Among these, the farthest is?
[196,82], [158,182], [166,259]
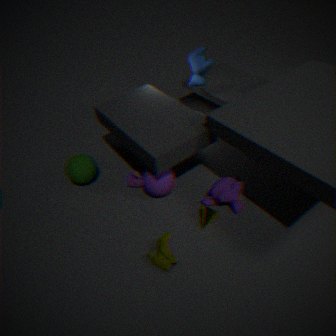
[196,82]
